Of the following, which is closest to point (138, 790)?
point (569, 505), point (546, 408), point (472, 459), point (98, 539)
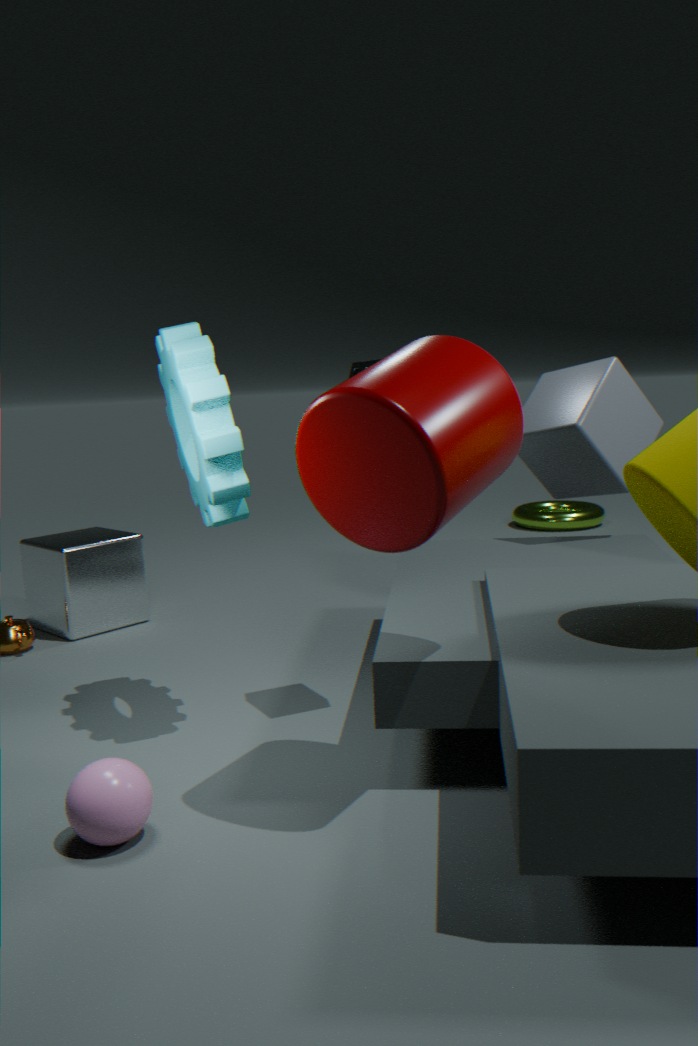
point (472, 459)
